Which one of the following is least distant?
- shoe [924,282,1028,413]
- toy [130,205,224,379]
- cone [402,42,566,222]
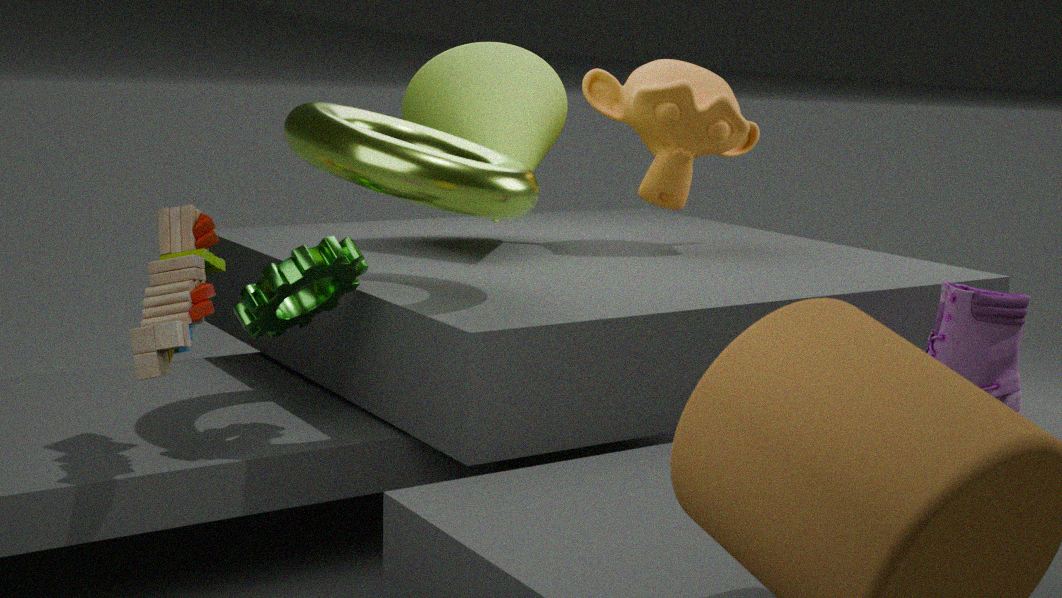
toy [130,205,224,379]
